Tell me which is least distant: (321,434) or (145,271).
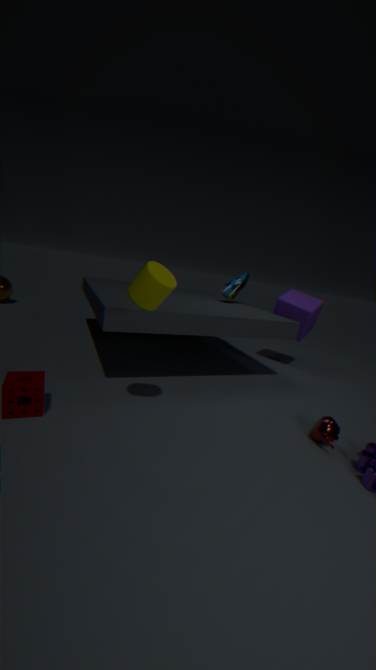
(145,271)
